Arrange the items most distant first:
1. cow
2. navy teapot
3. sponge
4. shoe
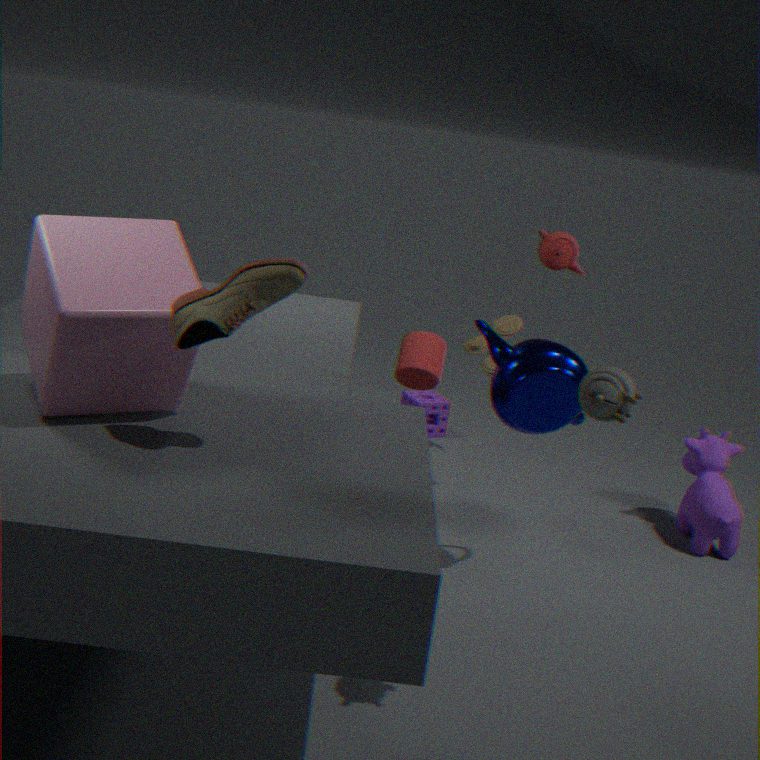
sponge
cow
navy teapot
shoe
